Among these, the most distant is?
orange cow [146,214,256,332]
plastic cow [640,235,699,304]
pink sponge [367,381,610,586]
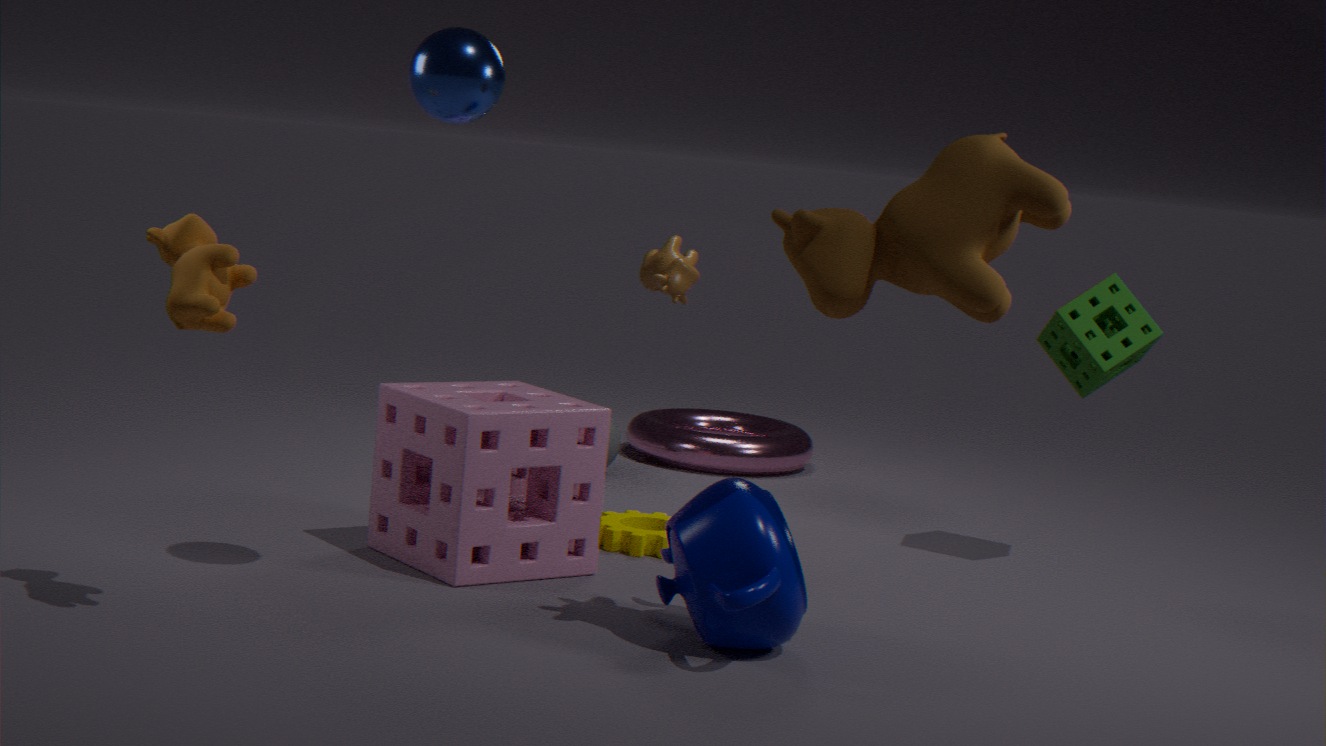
plastic cow [640,235,699,304]
